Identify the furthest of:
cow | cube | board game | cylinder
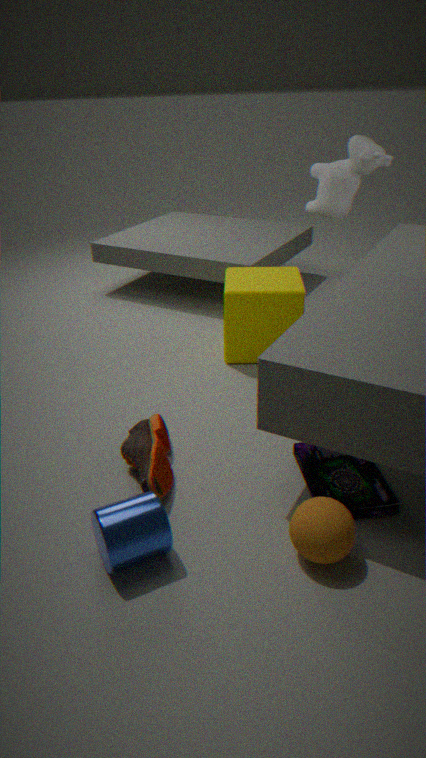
cow
